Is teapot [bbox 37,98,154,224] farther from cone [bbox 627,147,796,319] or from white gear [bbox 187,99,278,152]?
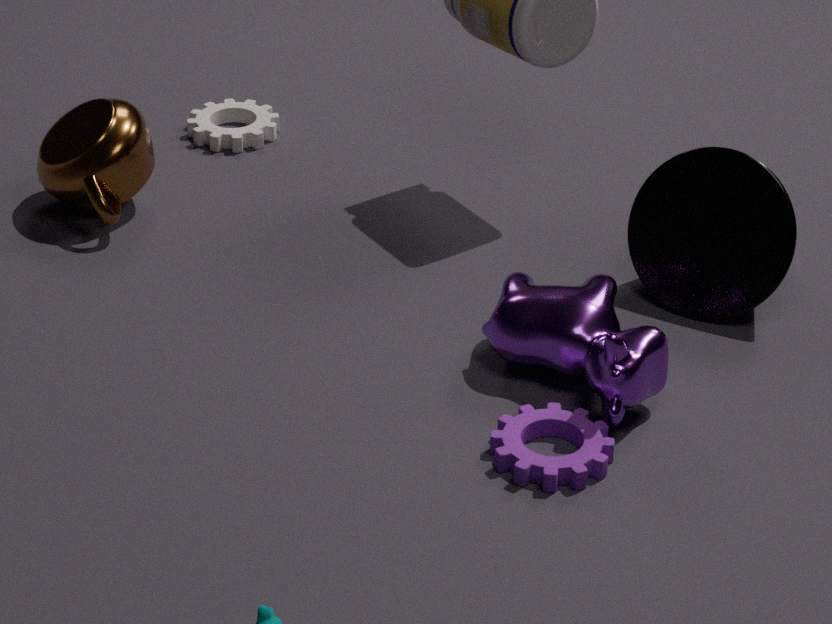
cone [bbox 627,147,796,319]
